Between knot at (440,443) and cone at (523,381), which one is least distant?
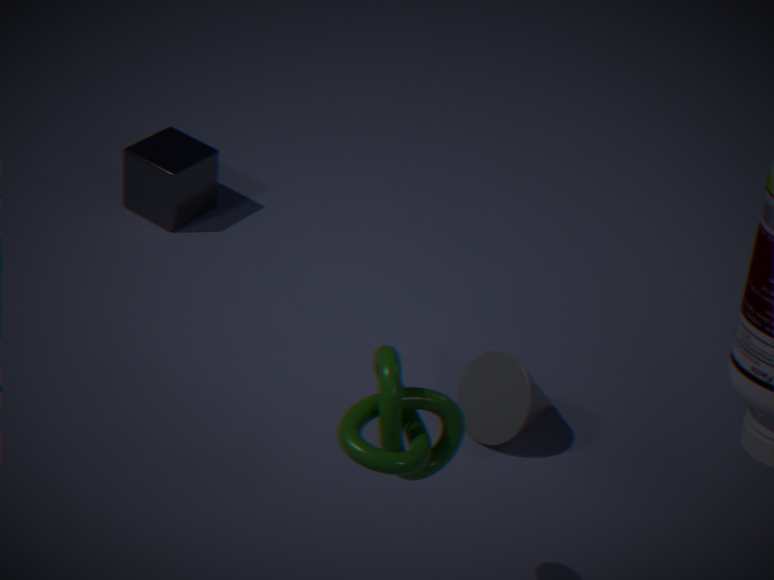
Result: knot at (440,443)
